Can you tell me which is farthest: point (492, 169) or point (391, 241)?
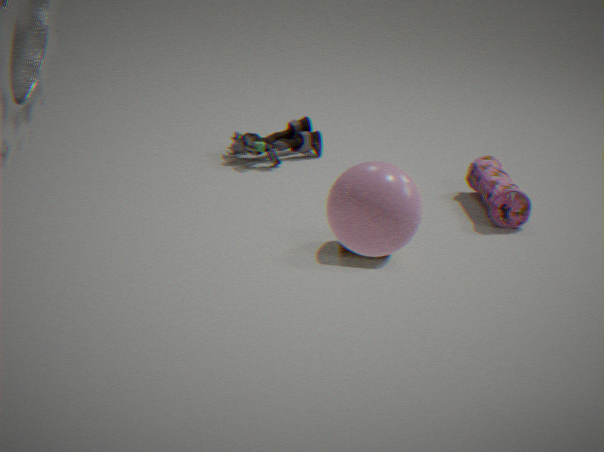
point (492, 169)
